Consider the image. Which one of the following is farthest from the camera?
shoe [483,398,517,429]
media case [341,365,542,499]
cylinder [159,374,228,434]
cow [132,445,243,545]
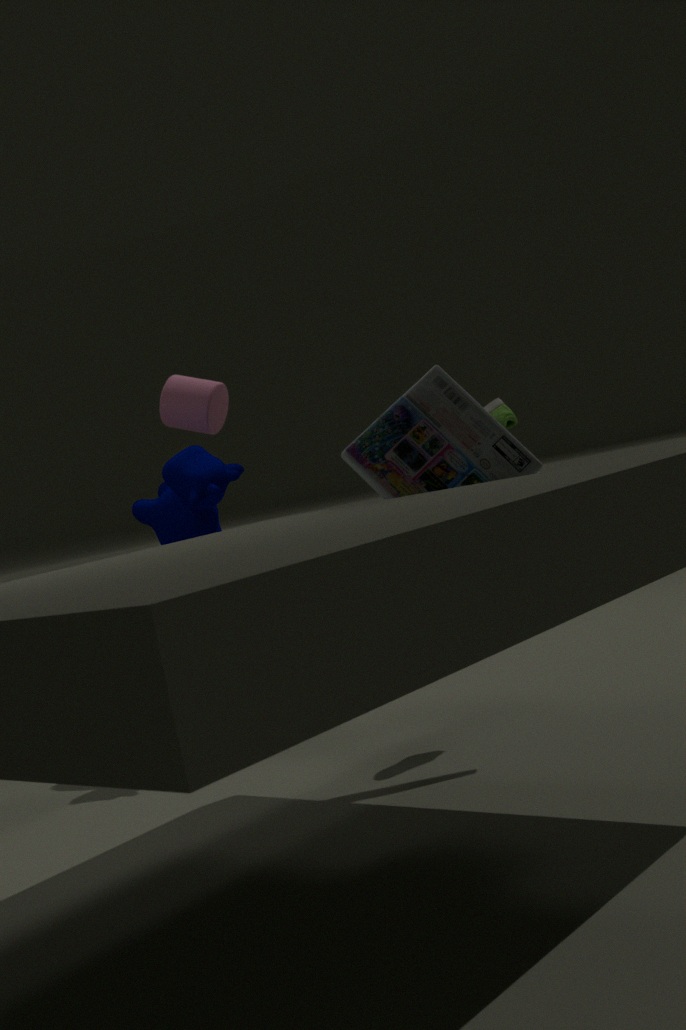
cylinder [159,374,228,434]
